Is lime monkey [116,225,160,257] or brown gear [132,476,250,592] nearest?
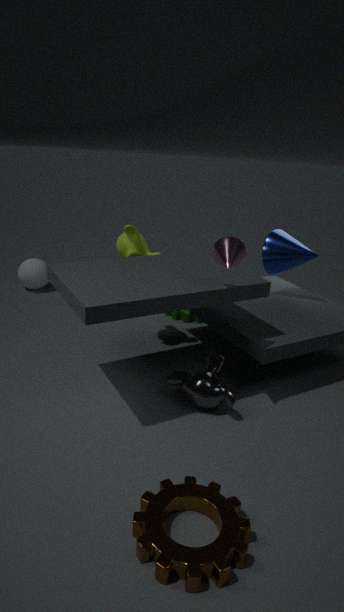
brown gear [132,476,250,592]
